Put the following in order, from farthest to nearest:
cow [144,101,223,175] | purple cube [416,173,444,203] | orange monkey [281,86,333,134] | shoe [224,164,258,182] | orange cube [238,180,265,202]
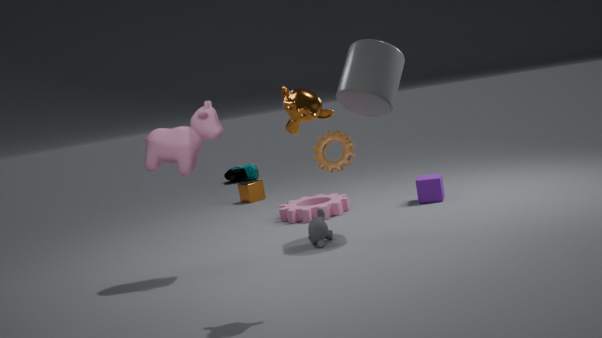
shoe [224,164,258,182] < orange cube [238,180,265,202] < purple cube [416,173,444,203] < cow [144,101,223,175] < orange monkey [281,86,333,134]
